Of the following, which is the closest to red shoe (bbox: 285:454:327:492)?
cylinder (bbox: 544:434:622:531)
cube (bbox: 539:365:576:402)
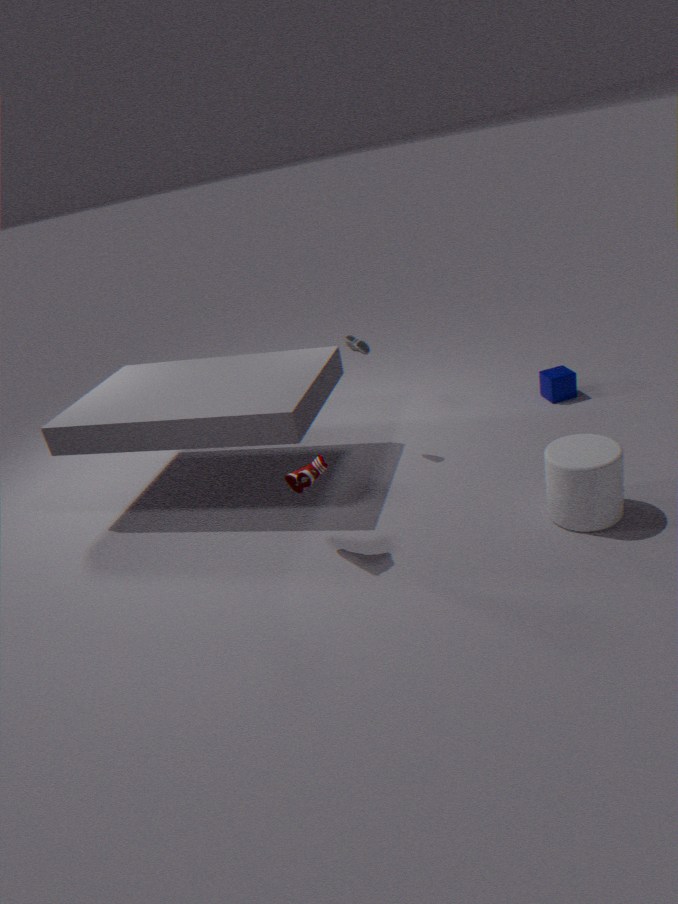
cylinder (bbox: 544:434:622:531)
